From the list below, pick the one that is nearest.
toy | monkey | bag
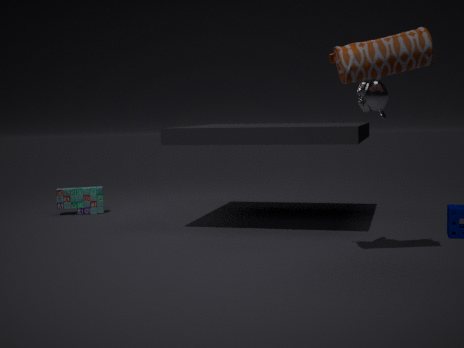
bag
